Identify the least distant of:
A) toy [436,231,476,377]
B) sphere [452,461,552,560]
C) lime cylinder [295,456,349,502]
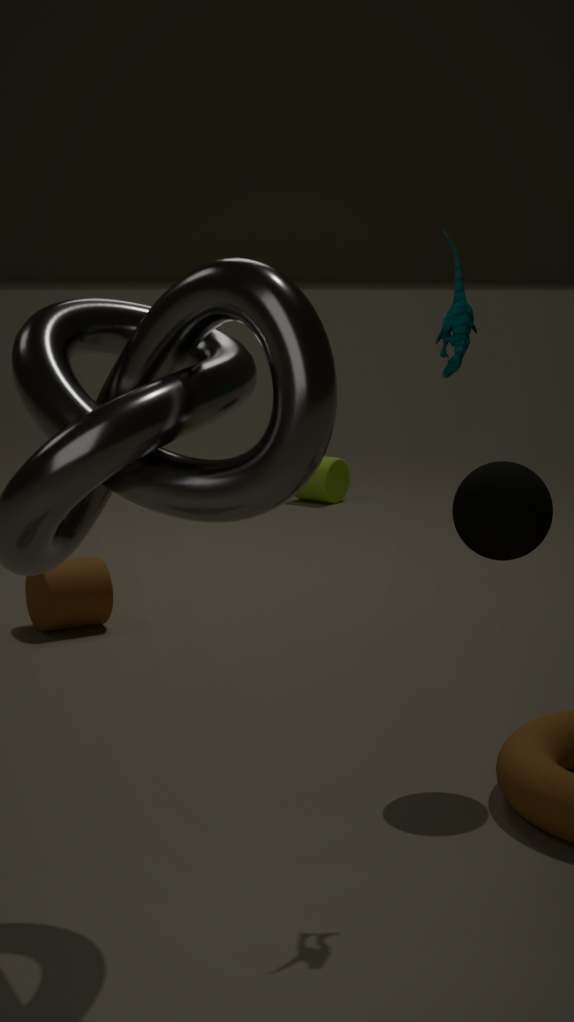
toy [436,231,476,377]
